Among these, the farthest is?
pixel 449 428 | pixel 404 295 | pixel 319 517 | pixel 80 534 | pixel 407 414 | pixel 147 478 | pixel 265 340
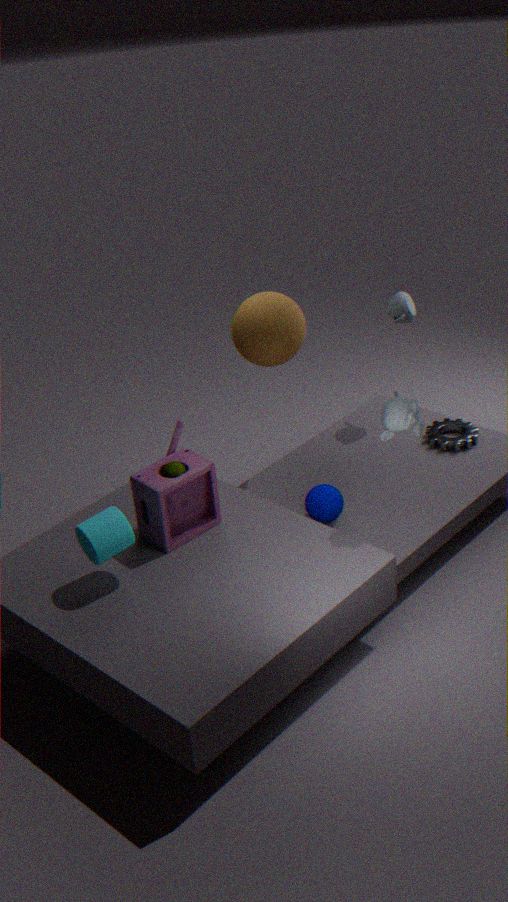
pixel 449 428
